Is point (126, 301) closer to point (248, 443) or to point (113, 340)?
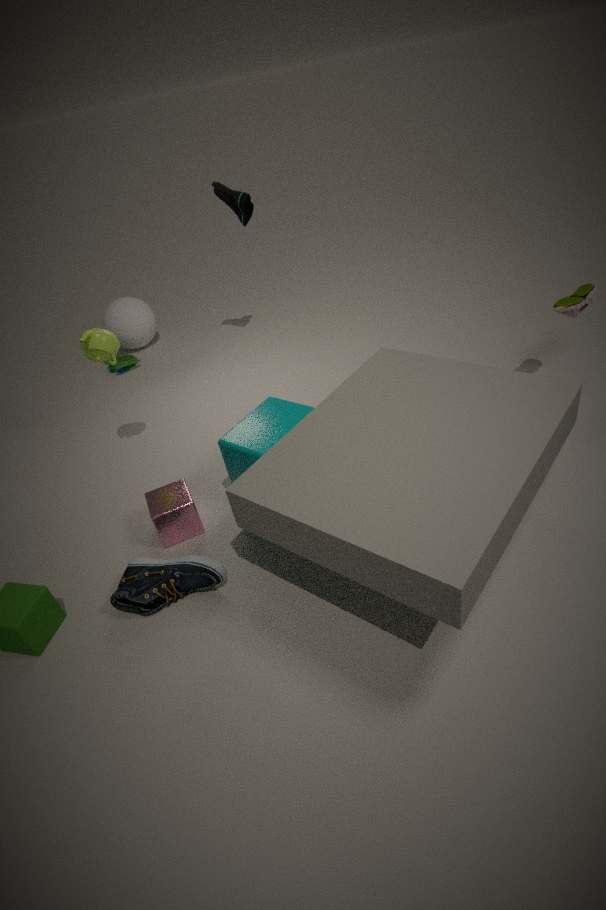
point (113, 340)
